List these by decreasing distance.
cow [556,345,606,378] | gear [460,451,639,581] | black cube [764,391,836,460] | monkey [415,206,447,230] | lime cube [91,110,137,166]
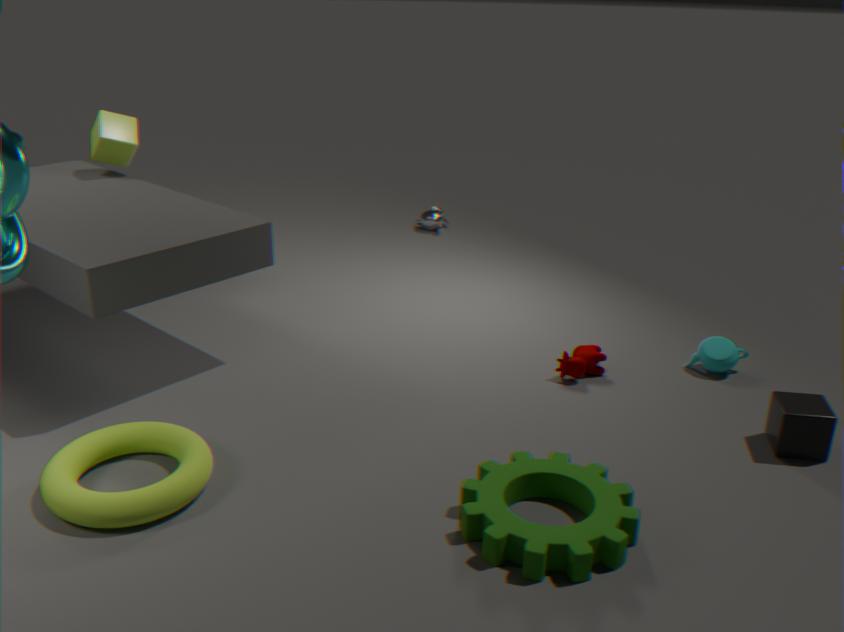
1. monkey [415,206,447,230]
2. lime cube [91,110,137,166]
3. cow [556,345,606,378]
4. black cube [764,391,836,460]
5. gear [460,451,639,581]
